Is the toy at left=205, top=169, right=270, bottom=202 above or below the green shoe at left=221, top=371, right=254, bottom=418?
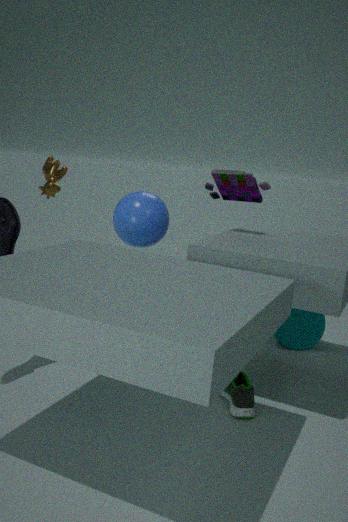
above
